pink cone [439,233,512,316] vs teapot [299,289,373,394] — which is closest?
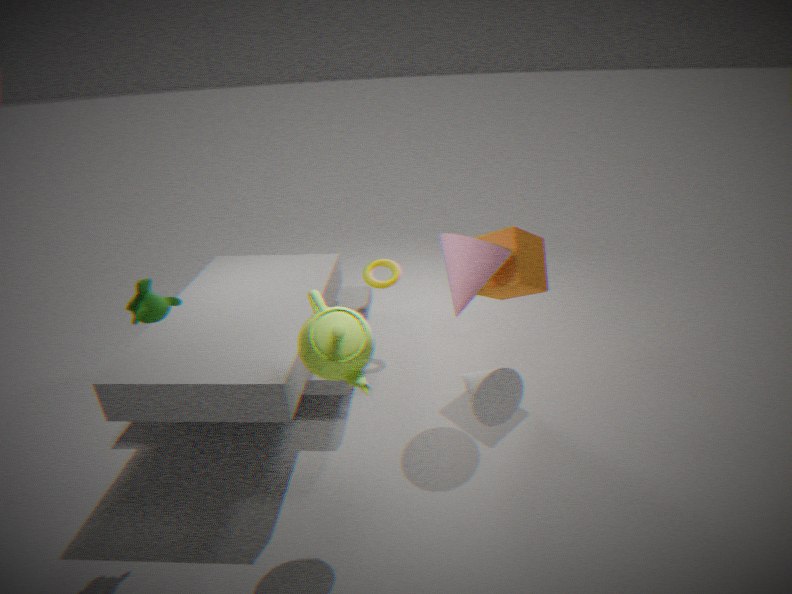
teapot [299,289,373,394]
